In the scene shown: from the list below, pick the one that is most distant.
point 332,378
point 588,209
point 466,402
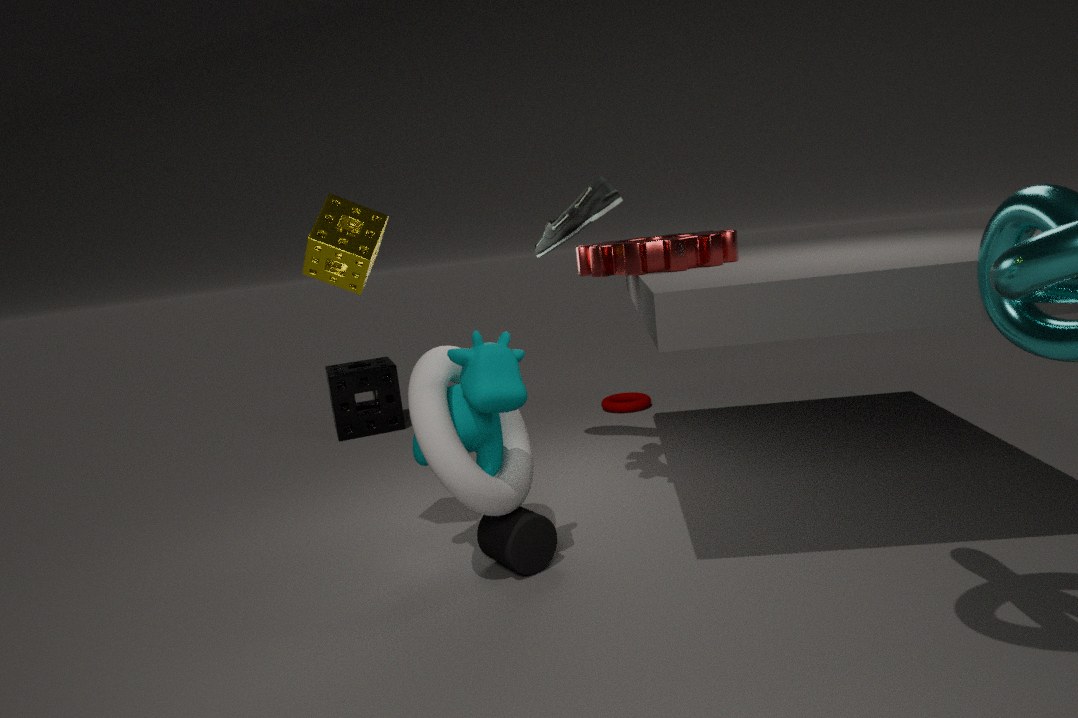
point 332,378
